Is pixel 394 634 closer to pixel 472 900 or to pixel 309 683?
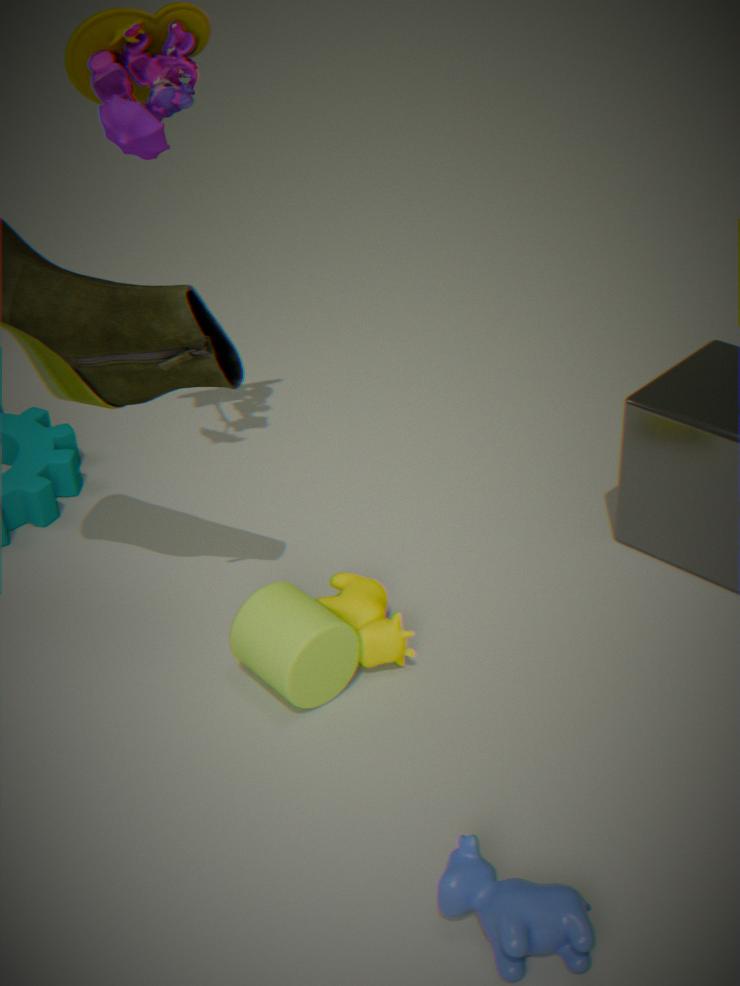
pixel 309 683
